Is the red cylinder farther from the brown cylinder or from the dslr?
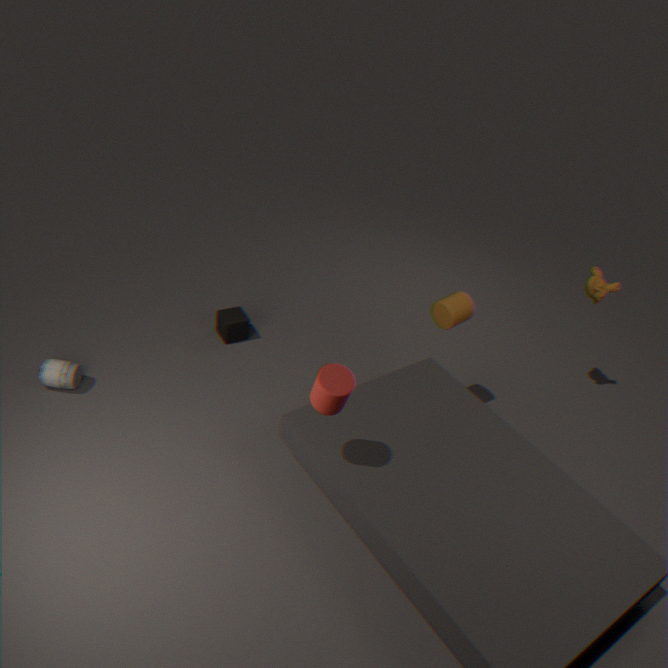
the dslr
